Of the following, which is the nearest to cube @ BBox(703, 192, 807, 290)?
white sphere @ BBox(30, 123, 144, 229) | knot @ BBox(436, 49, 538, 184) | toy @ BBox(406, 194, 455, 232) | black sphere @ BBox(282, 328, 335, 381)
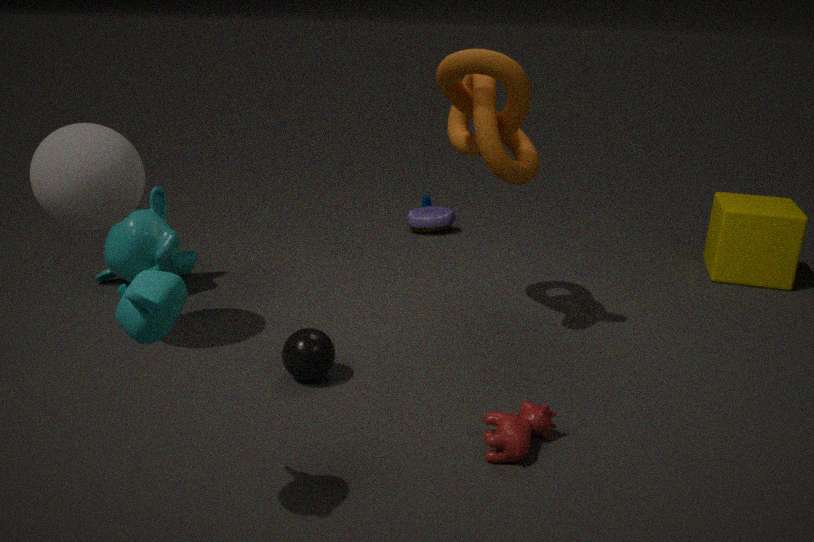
knot @ BBox(436, 49, 538, 184)
